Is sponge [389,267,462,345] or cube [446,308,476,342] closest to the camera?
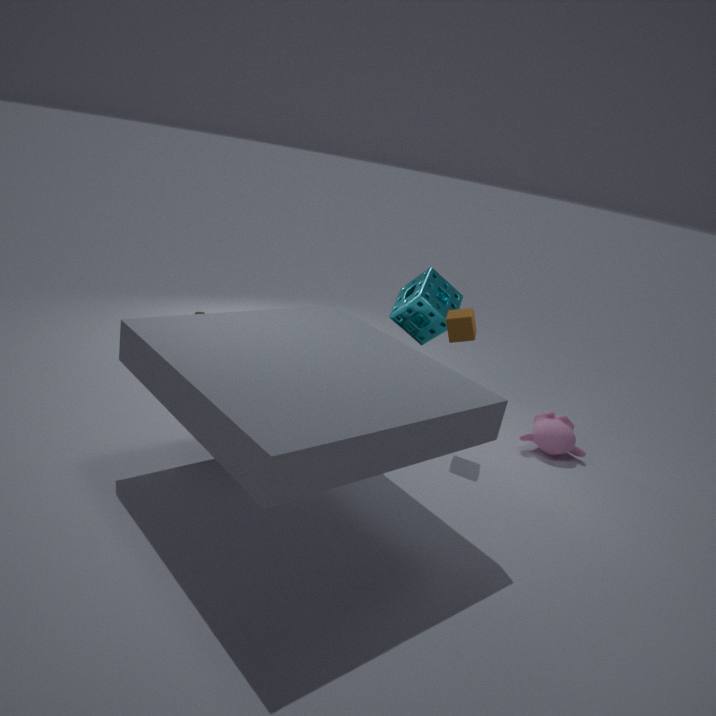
cube [446,308,476,342]
